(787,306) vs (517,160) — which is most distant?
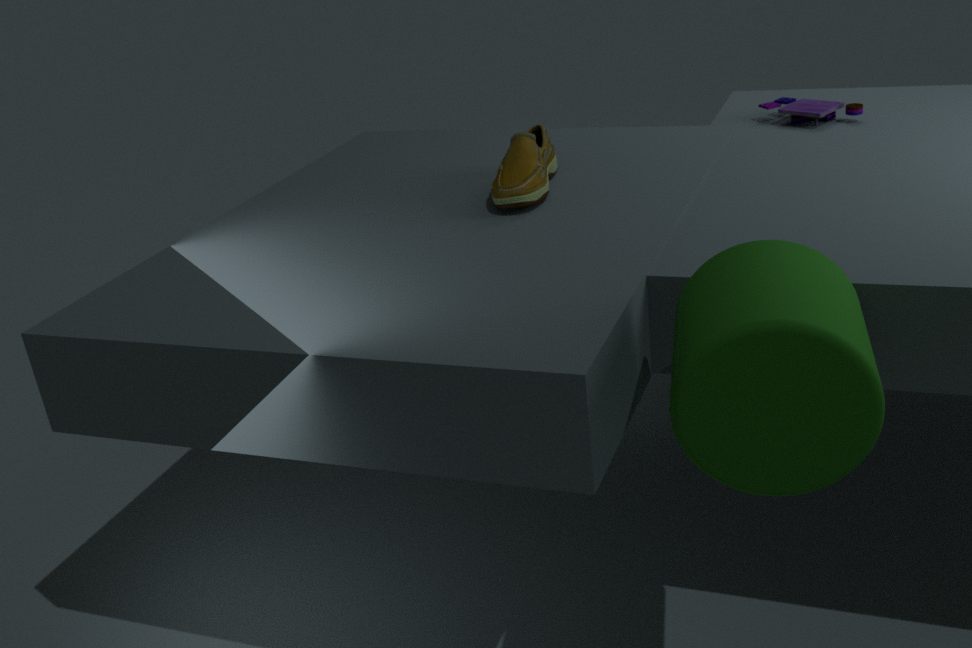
(517,160)
